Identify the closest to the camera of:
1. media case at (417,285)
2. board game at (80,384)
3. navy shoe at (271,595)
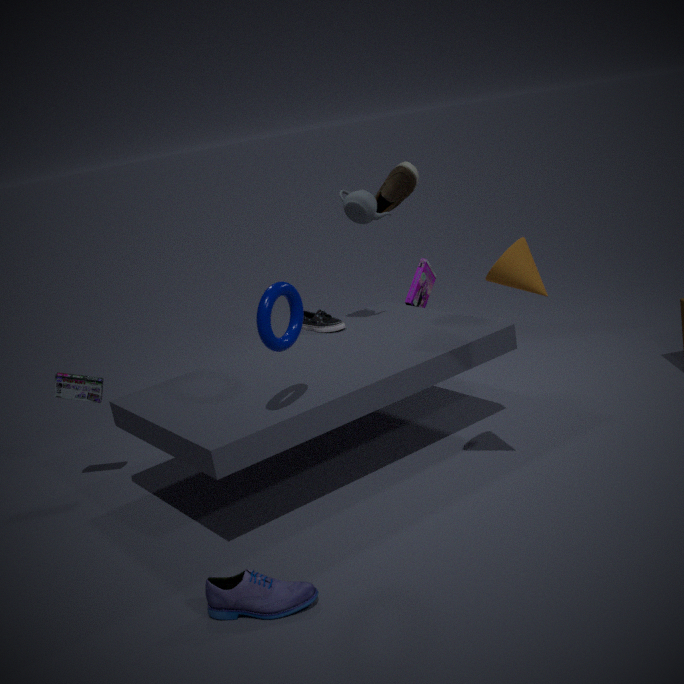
navy shoe at (271,595)
